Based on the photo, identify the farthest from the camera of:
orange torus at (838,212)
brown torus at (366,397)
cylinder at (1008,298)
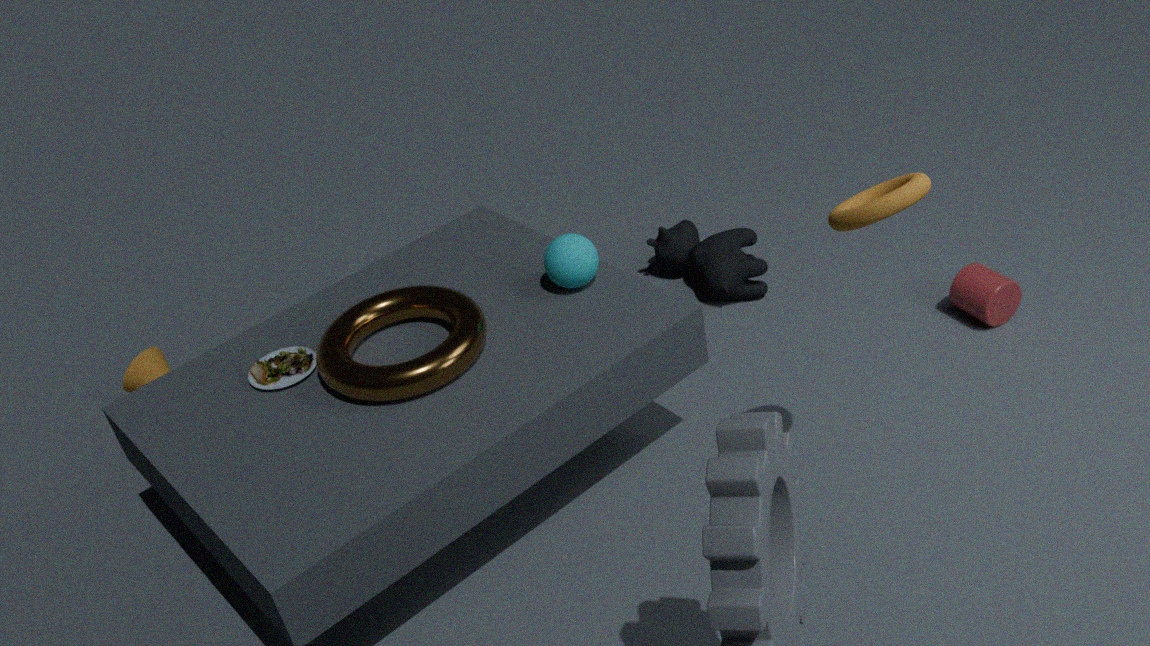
cylinder at (1008,298)
